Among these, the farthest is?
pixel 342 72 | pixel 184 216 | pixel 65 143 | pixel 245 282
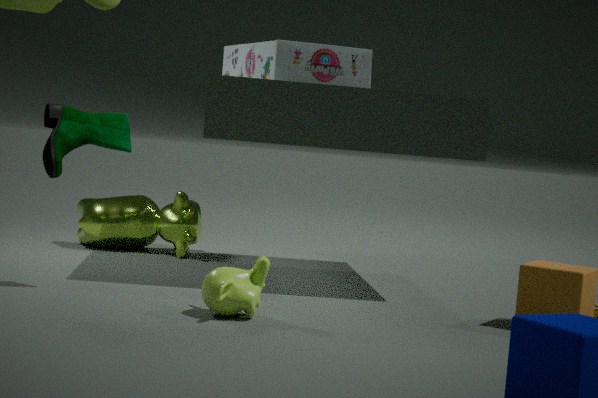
pixel 184 216
